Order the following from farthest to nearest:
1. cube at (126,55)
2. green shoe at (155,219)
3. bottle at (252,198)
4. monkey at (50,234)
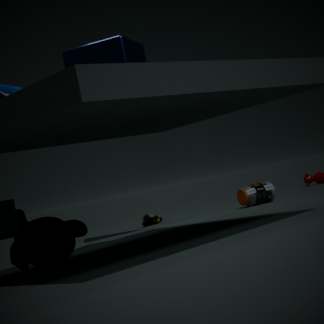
green shoe at (155,219)
bottle at (252,198)
cube at (126,55)
monkey at (50,234)
